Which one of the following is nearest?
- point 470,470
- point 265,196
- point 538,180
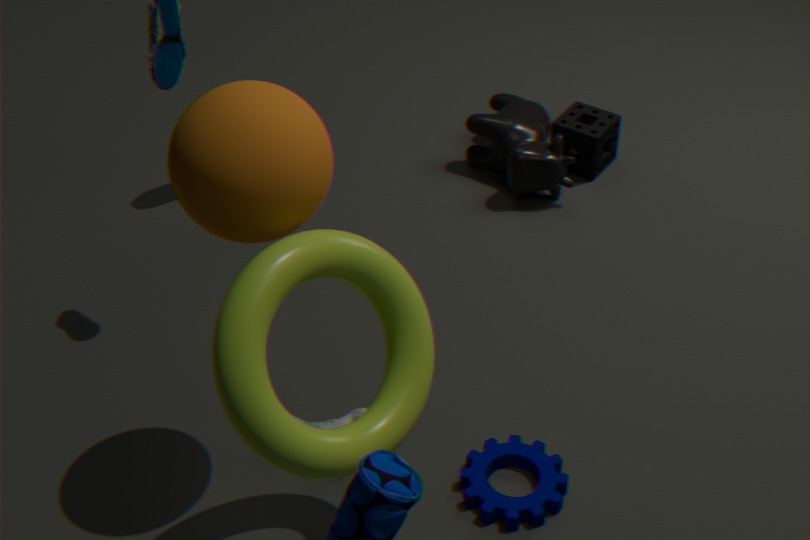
point 265,196
